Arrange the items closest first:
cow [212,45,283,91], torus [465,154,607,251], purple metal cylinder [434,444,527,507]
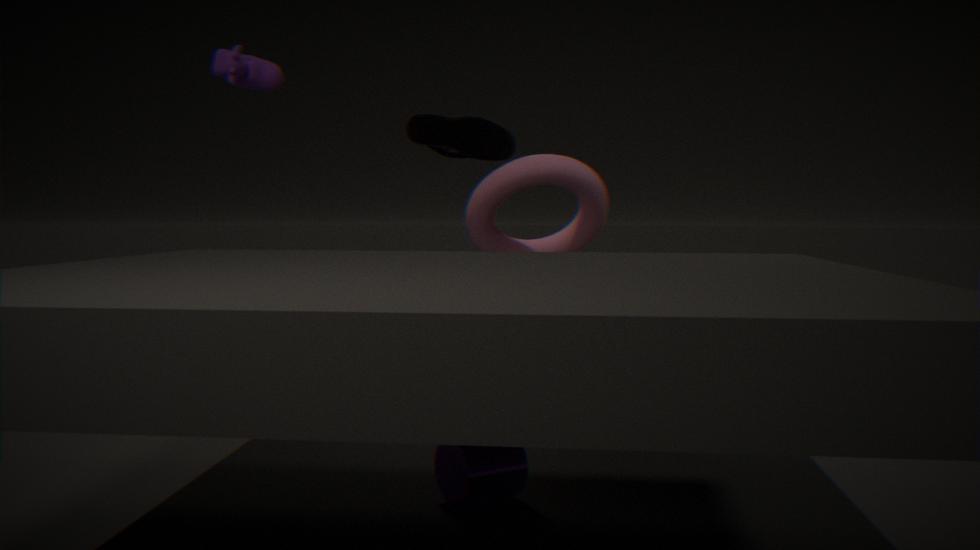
purple metal cylinder [434,444,527,507] < cow [212,45,283,91] < torus [465,154,607,251]
